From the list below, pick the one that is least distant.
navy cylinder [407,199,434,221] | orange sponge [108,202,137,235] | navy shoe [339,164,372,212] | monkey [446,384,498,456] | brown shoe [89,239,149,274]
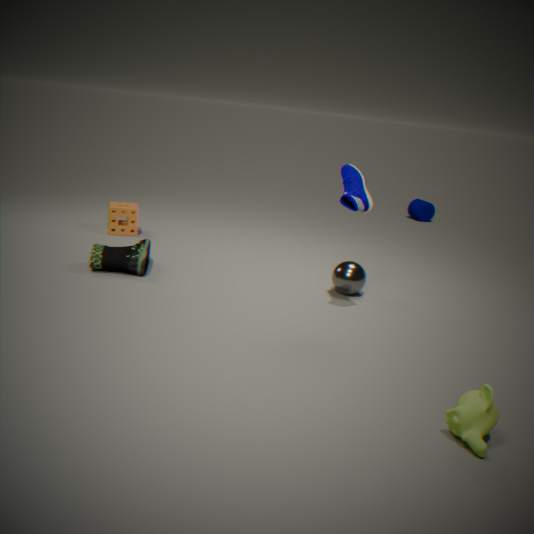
monkey [446,384,498,456]
